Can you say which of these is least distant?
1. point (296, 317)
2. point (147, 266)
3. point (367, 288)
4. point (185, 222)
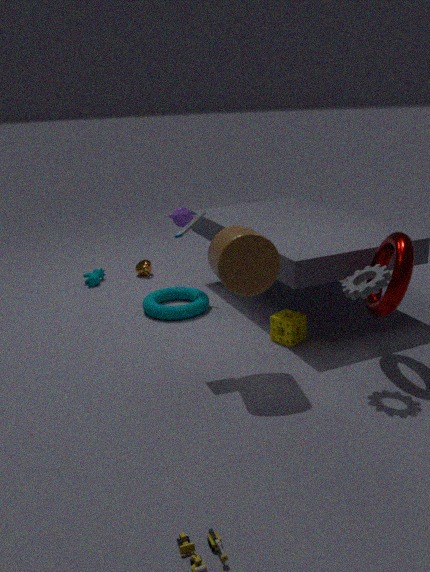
point (367, 288)
